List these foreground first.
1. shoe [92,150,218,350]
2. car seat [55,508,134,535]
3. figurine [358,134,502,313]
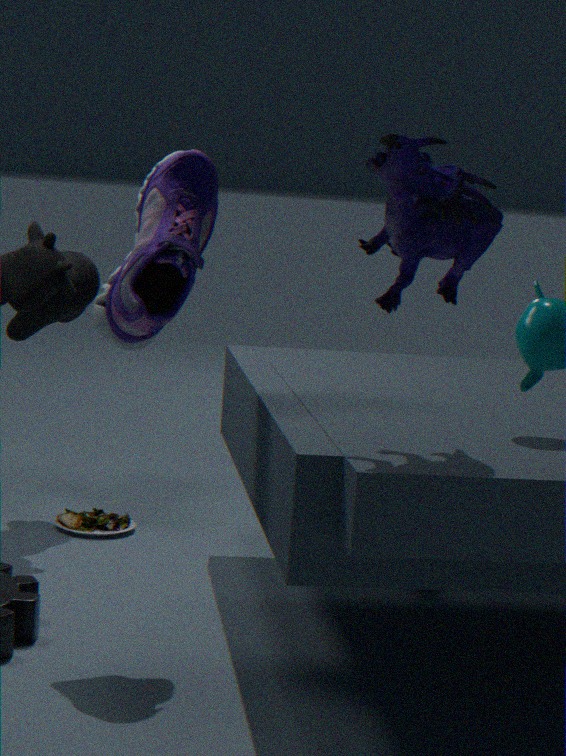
figurine [358,134,502,313] → shoe [92,150,218,350] → car seat [55,508,134,535]
